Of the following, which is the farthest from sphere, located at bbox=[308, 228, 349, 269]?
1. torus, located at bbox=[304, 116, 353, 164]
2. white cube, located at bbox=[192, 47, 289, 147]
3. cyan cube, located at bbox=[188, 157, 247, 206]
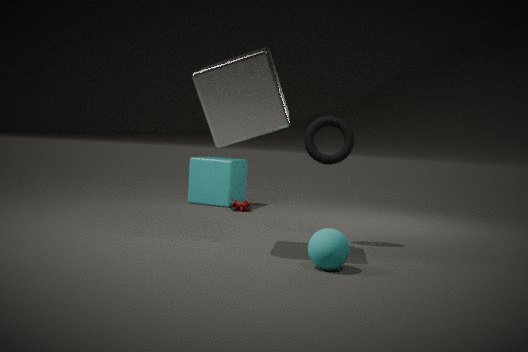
cyan cube, located at bbox=[188, 157, 247, 206]
